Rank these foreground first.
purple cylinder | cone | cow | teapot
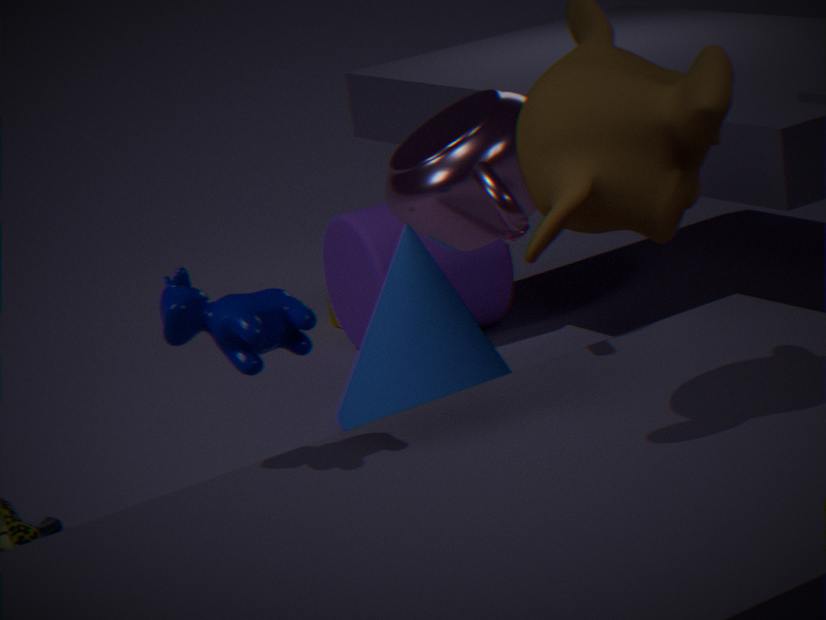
1. cow
2. teapot
3. cone
4. purple cylinder
